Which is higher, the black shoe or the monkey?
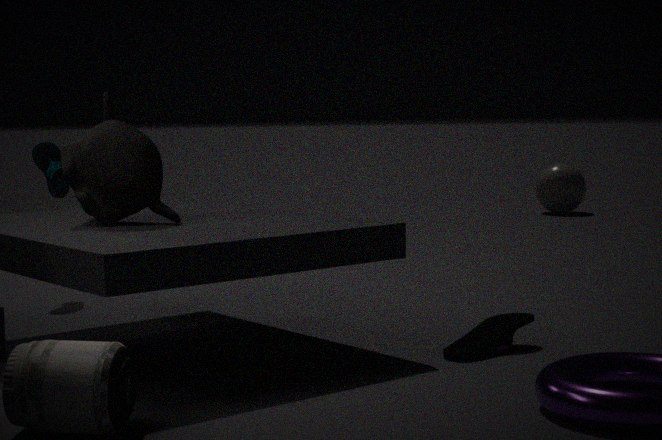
the monkey
